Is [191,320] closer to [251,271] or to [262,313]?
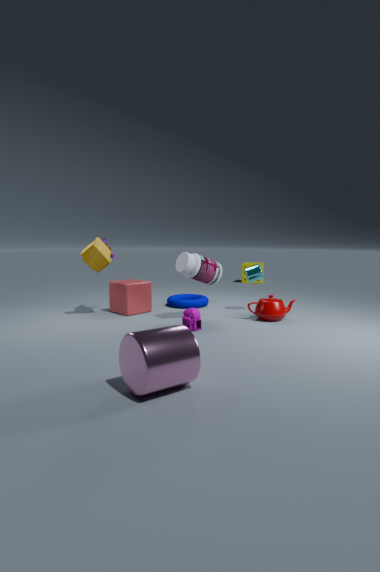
[262,313]
